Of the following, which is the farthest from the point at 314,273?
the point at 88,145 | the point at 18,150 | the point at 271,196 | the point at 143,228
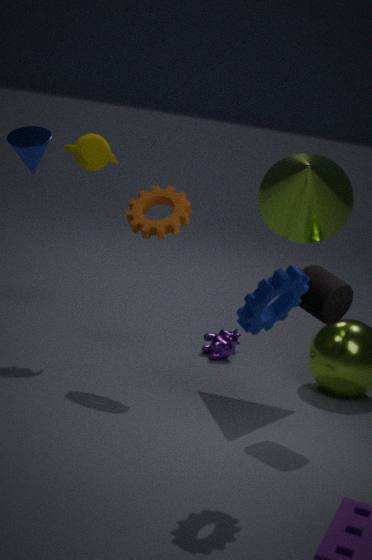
the point at 18,150
